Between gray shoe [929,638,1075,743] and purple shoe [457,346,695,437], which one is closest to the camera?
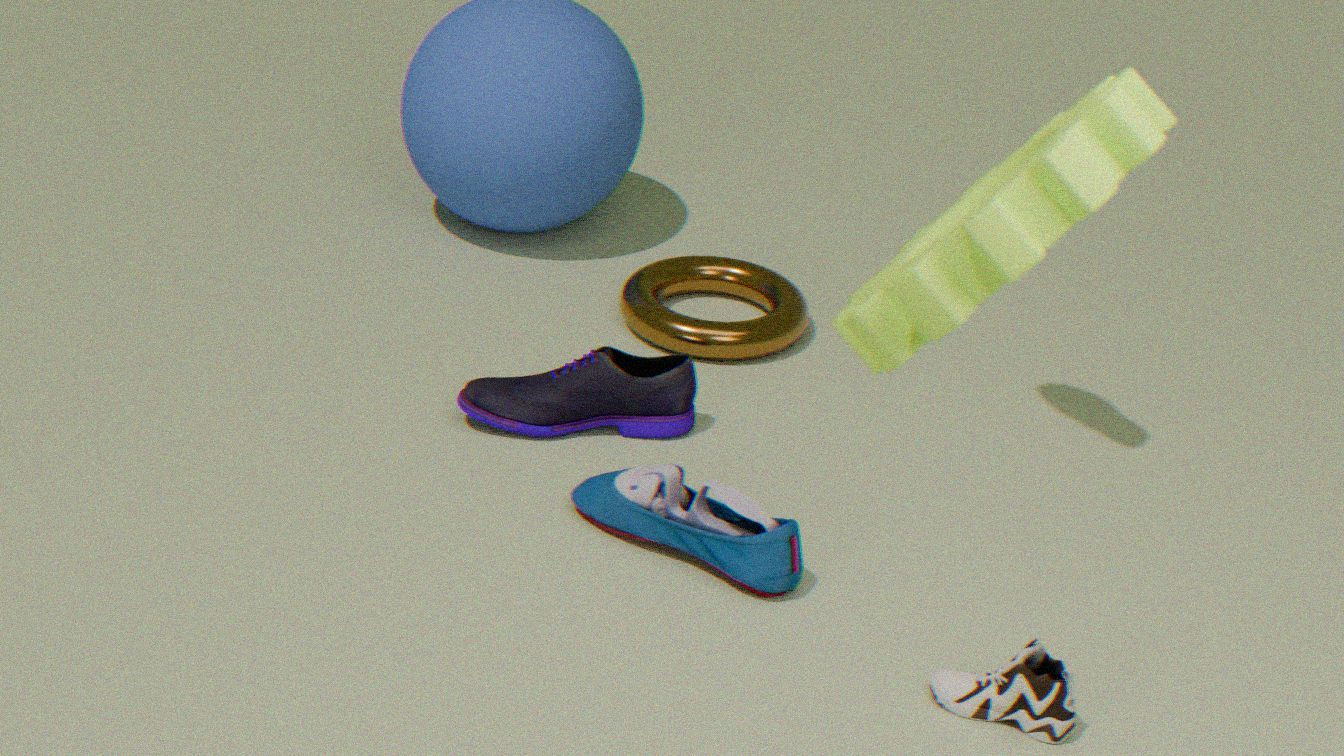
gray shoe [929,638,1075,743]
